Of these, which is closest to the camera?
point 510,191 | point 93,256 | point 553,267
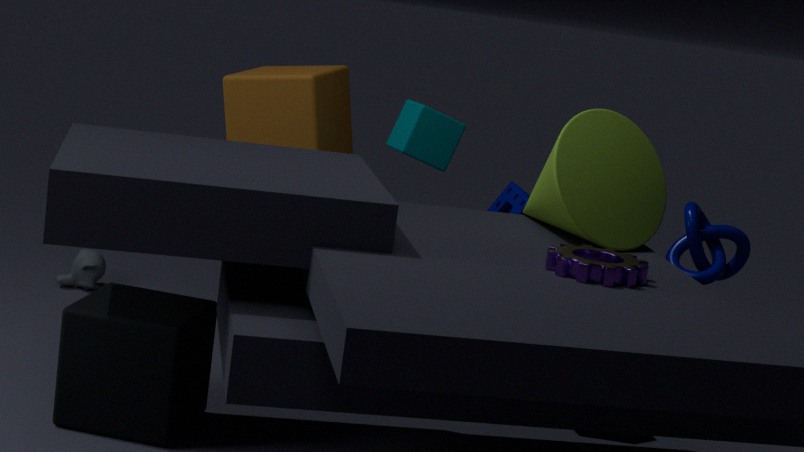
point 553,267
